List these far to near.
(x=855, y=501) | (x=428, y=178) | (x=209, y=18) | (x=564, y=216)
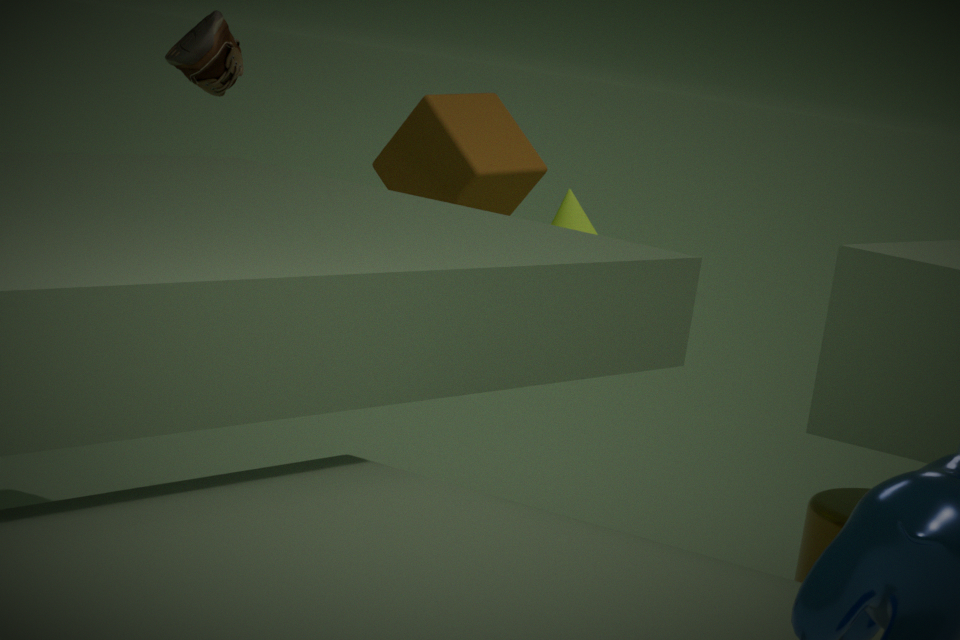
1. (x=428, y=178)
2. (x=564, y=216)
3. (x=209, y=18)
4. (x=855, y=501)
